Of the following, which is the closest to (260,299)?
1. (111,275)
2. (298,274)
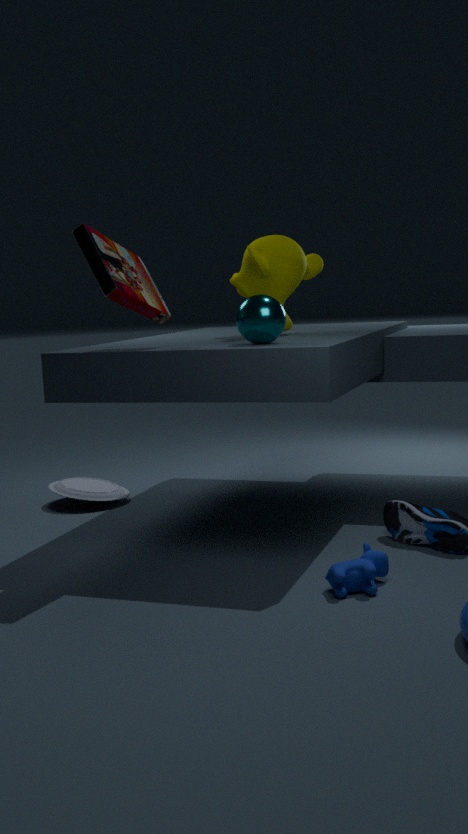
(111,275)
